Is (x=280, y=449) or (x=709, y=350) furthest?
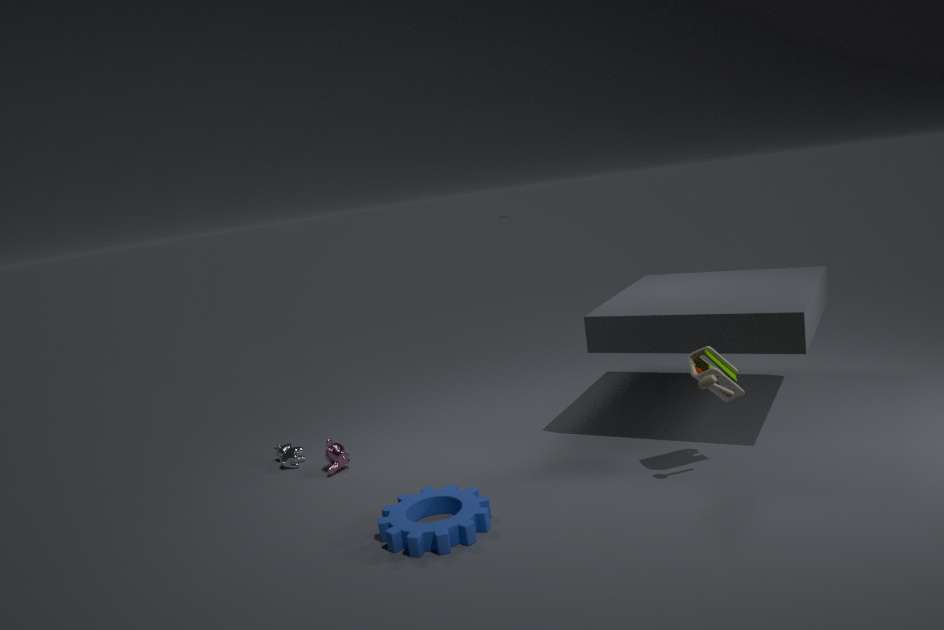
(x=280, y=449)
